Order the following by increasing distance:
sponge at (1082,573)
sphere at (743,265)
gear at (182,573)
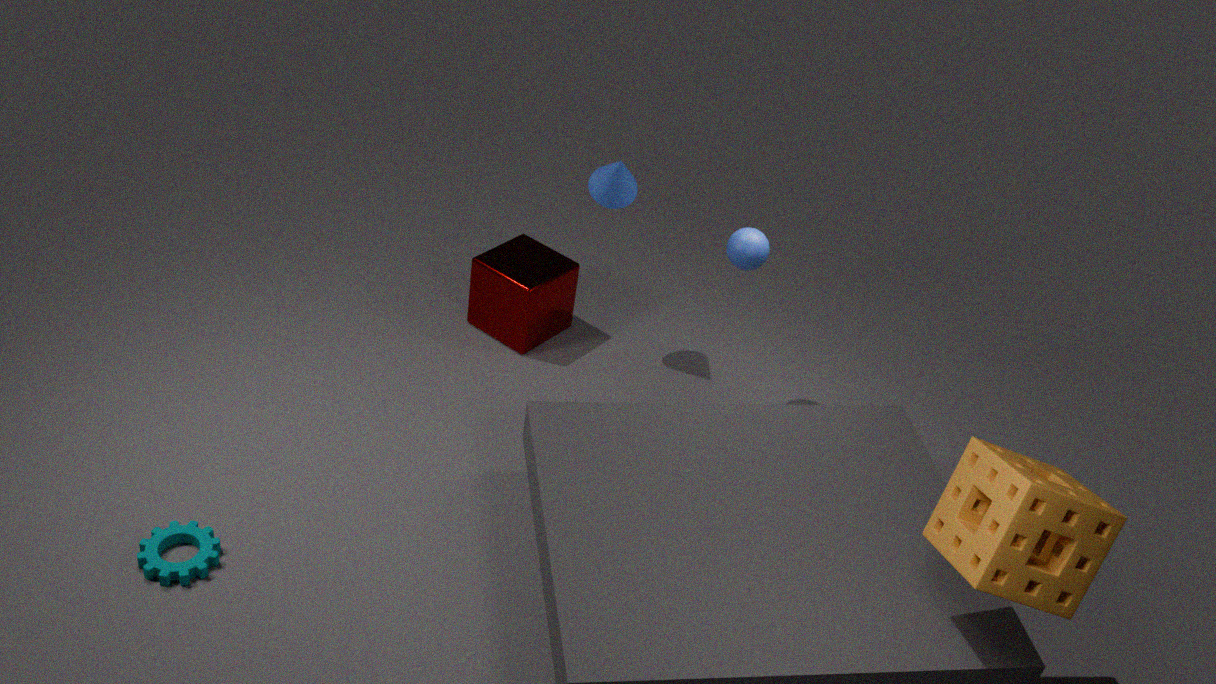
sponge at (1082,573)
gear at (182,573)
sphere at (743,265)
